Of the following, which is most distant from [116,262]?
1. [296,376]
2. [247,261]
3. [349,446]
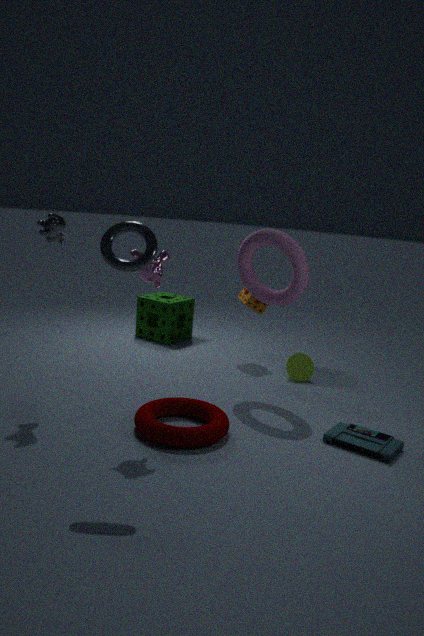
[296,376]
